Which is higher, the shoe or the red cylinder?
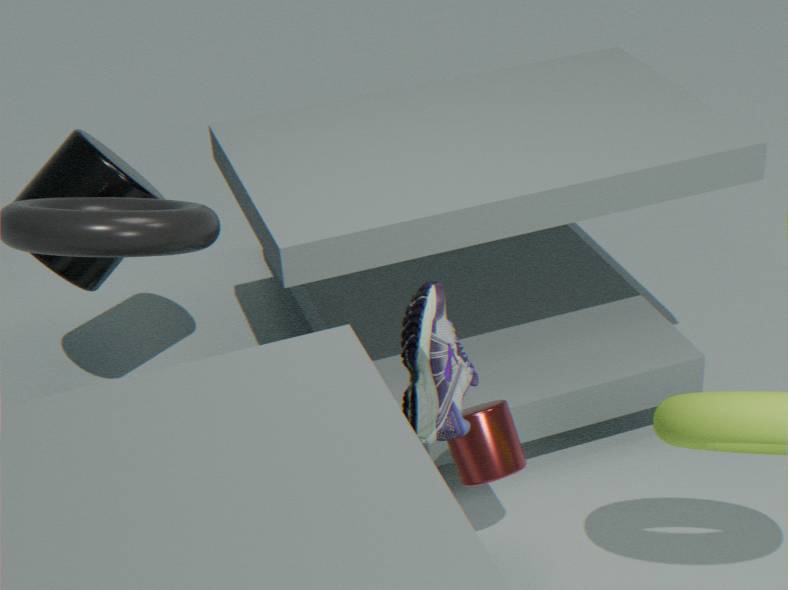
the shoe
